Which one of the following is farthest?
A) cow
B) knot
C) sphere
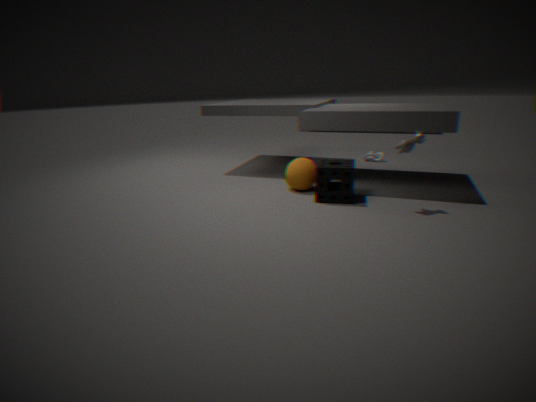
knot
